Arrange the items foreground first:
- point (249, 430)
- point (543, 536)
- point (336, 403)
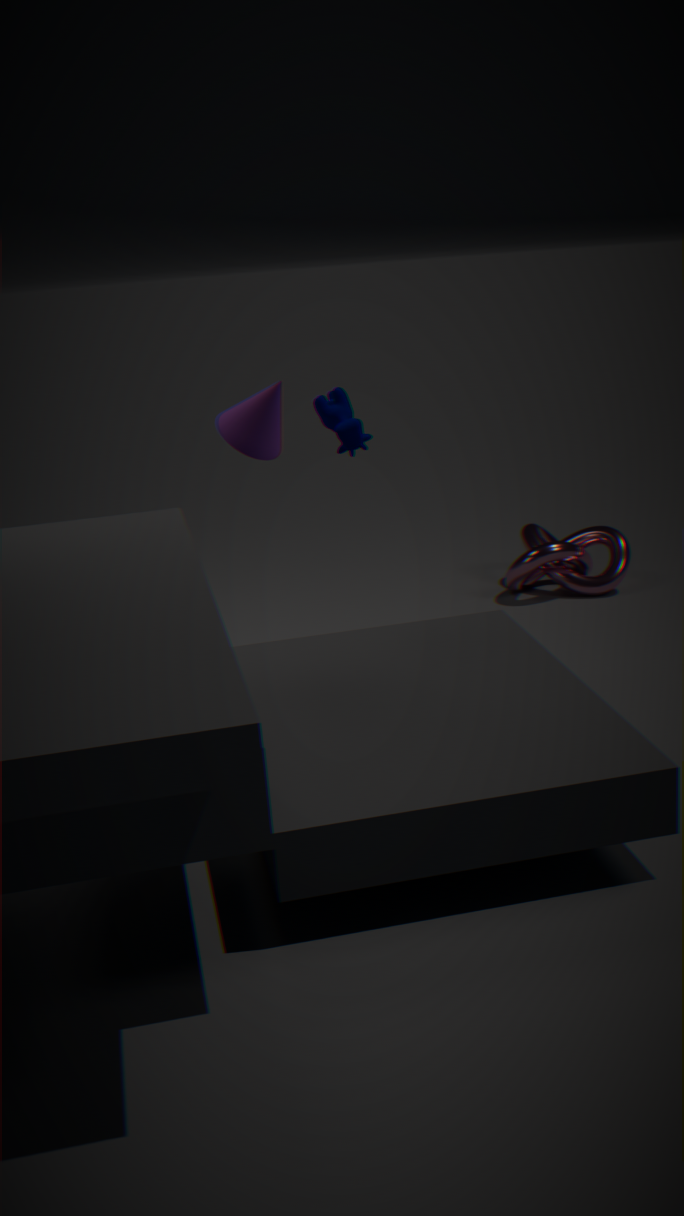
point (249, 430) → point (336, 403) → point (543, 536)
